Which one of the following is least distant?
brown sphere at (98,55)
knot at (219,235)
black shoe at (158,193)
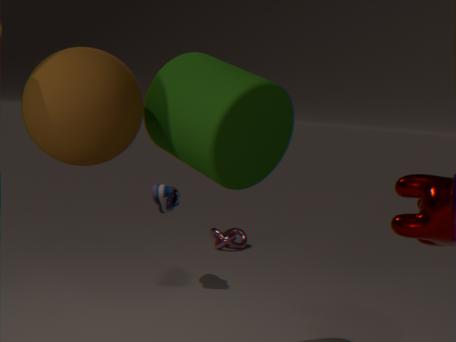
brown sphere at (98,55)
